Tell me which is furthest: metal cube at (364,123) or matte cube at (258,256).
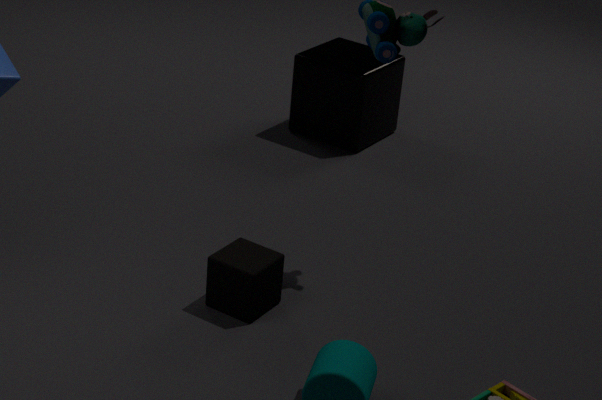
metal cube at (364,123)
